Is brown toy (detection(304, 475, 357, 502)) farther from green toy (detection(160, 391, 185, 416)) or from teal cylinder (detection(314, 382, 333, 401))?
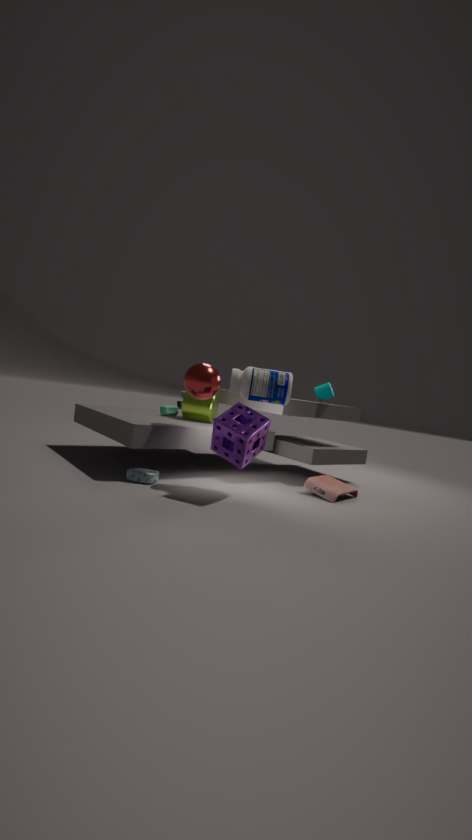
green toy (detection(160, 391, 185, 416))
